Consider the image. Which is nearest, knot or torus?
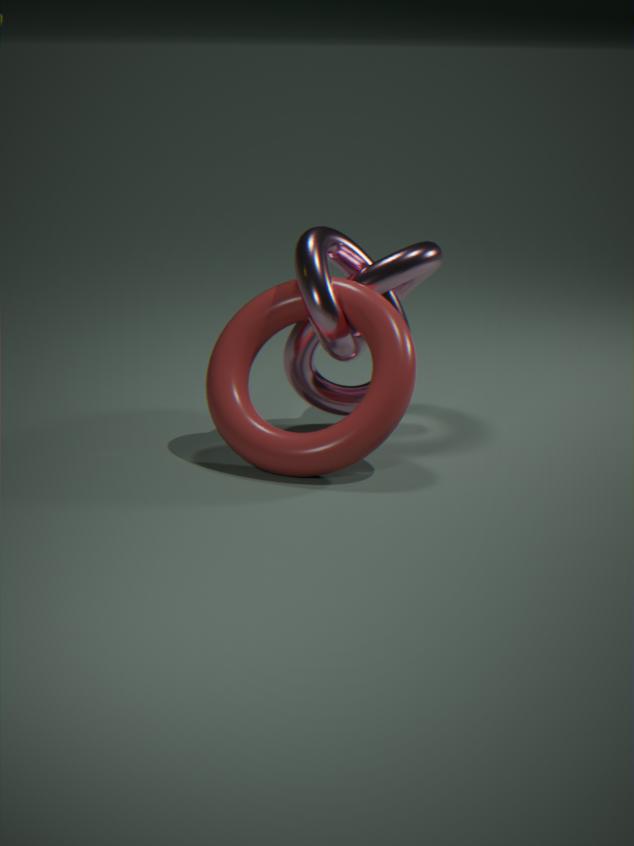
torus
